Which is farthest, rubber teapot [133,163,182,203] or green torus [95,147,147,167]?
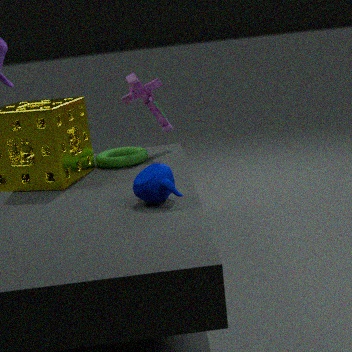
green torus [95,147,147,167]
